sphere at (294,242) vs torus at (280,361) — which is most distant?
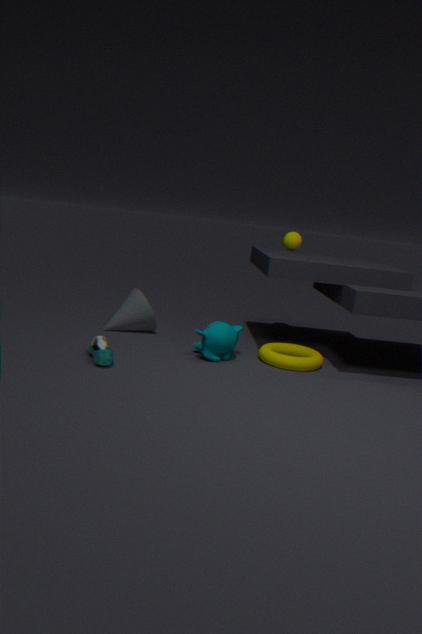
sphere at (294,242)
